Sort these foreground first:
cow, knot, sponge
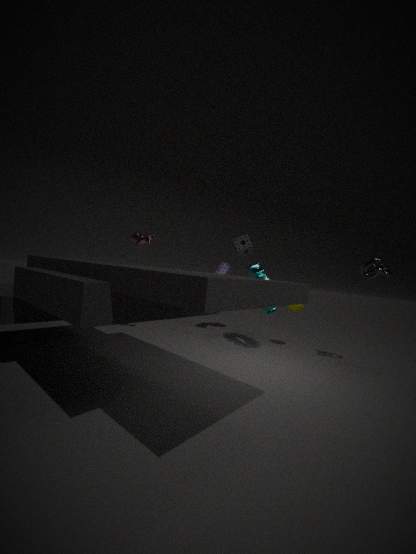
knot, cow, sponge
